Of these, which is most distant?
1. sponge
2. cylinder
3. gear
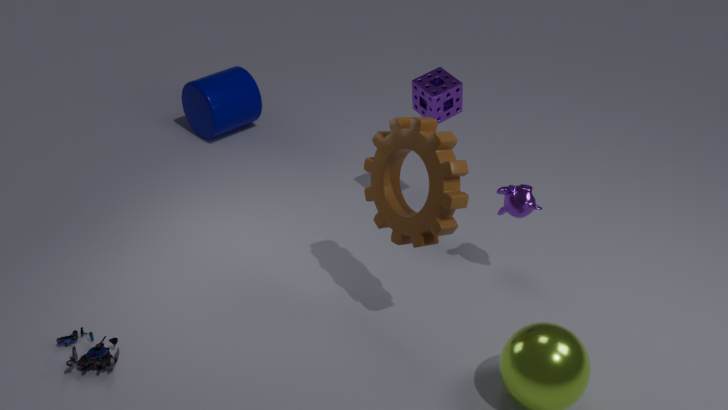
cylinder
